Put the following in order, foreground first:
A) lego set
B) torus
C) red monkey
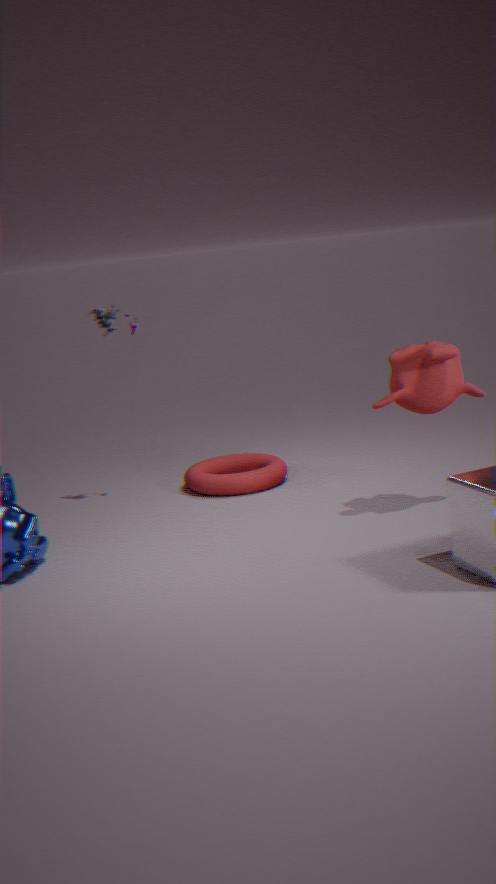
red monkey
lego set
torus
